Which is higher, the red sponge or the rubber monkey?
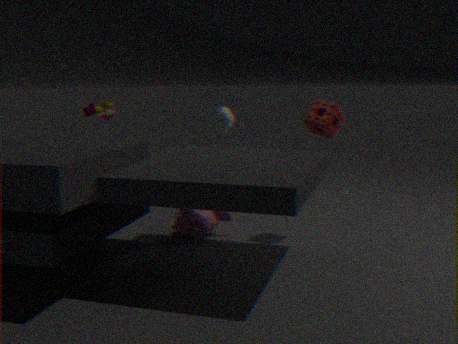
the red sponge
